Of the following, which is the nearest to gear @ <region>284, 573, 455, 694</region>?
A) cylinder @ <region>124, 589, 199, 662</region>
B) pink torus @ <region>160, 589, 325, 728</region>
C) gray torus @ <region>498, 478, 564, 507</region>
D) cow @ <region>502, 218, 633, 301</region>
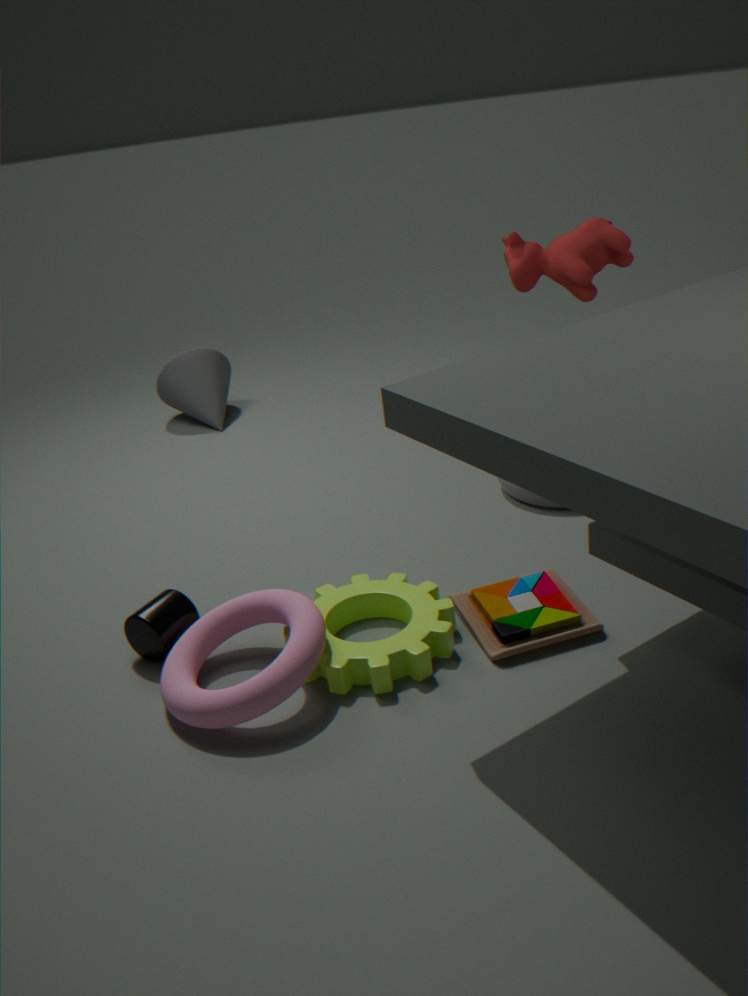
pink torus @ <region>160, 589, 325, 728</region>
